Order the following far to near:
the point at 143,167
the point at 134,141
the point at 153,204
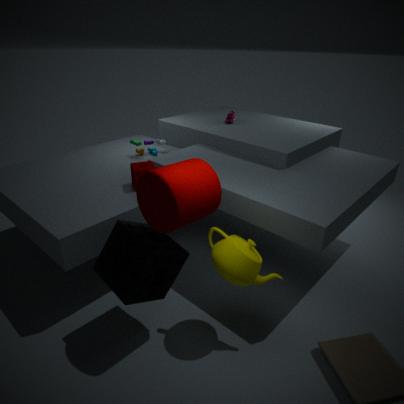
the point at 134,141
the point at 143,167
the point at 153,204
